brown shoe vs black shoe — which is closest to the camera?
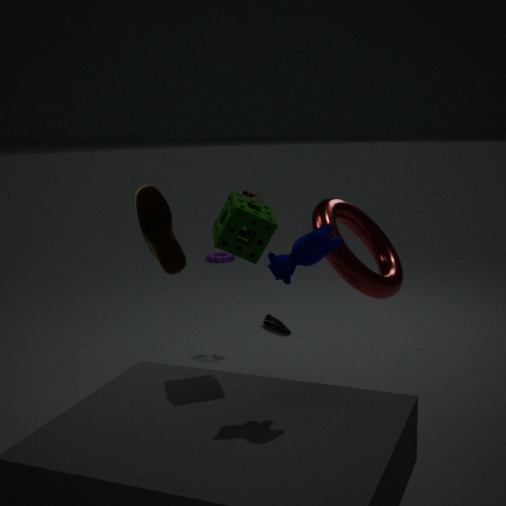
brown shoe
